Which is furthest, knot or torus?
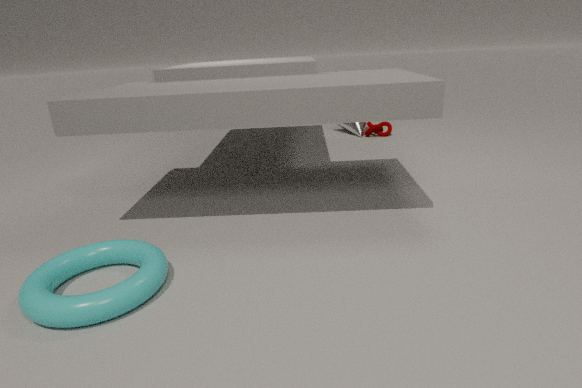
knot
